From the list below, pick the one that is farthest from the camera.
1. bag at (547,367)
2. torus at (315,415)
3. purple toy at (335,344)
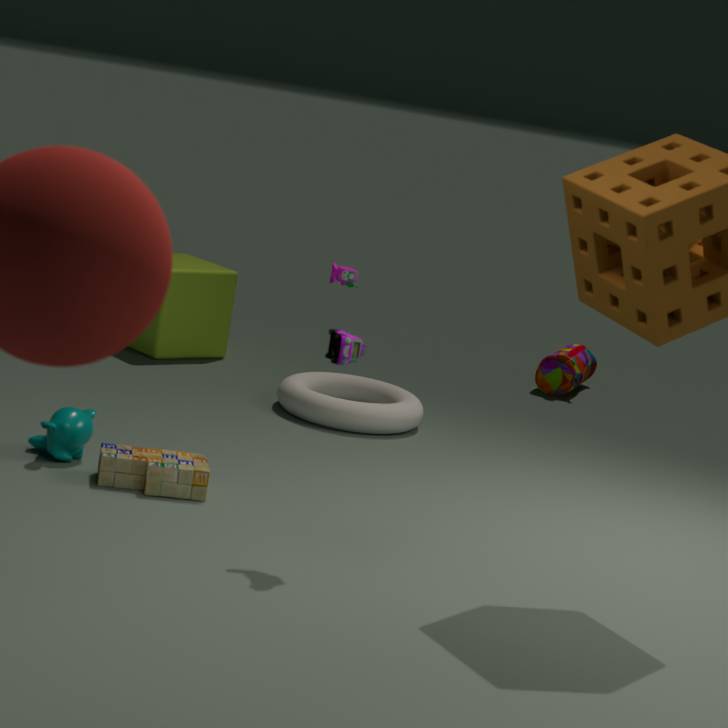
bag at (547,367)
